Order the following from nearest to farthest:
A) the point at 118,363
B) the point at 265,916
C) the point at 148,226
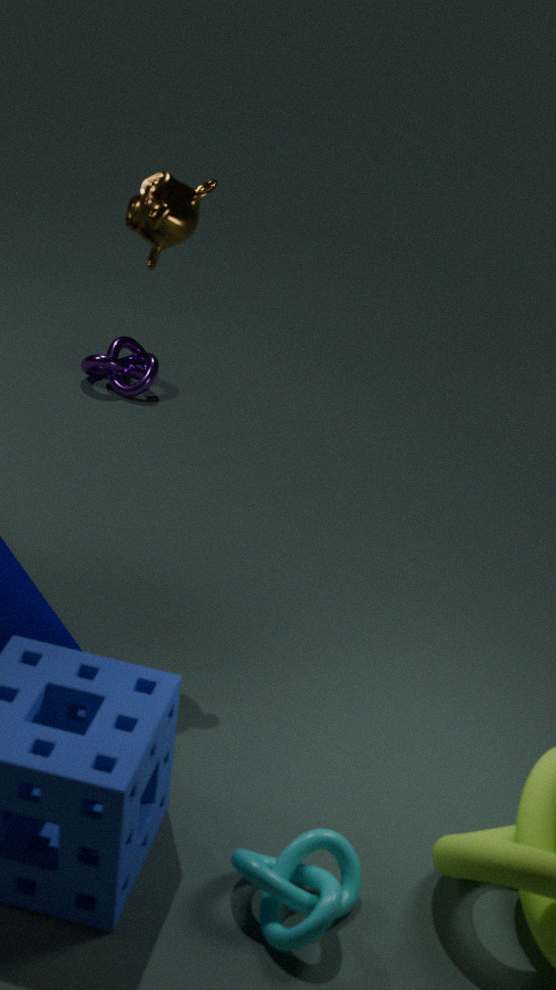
the point at 265,916, the point at 148,226, the point at 118,363
